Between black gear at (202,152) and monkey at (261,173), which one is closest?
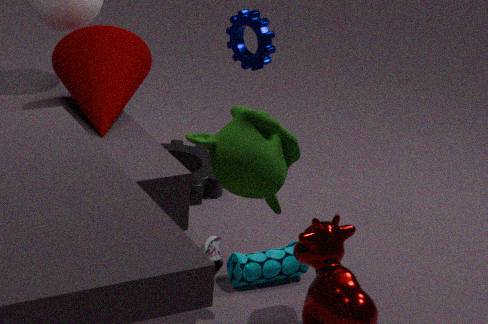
monkey at (261,173)
